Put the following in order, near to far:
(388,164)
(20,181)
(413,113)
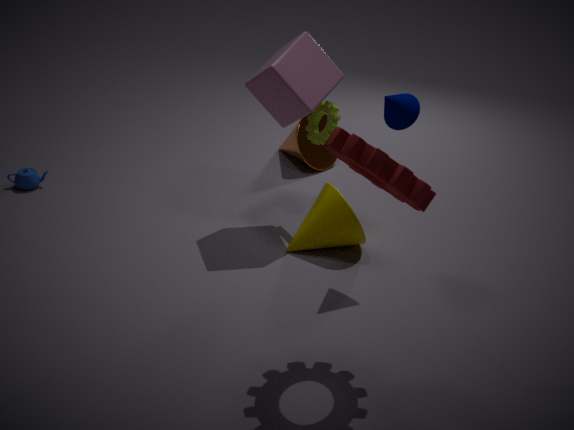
(388,164) → (413,113) → (20,181)
